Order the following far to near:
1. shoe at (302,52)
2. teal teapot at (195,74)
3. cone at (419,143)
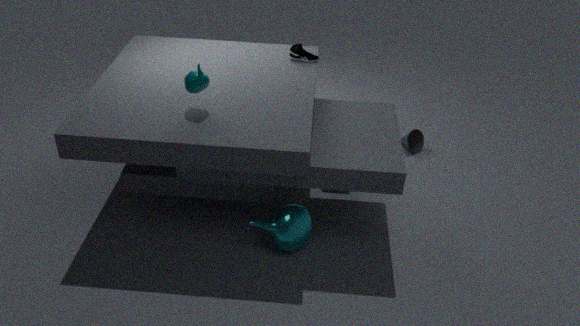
cone at (419,143) → shoe at (302,52) → teal teapot at (195,74)
